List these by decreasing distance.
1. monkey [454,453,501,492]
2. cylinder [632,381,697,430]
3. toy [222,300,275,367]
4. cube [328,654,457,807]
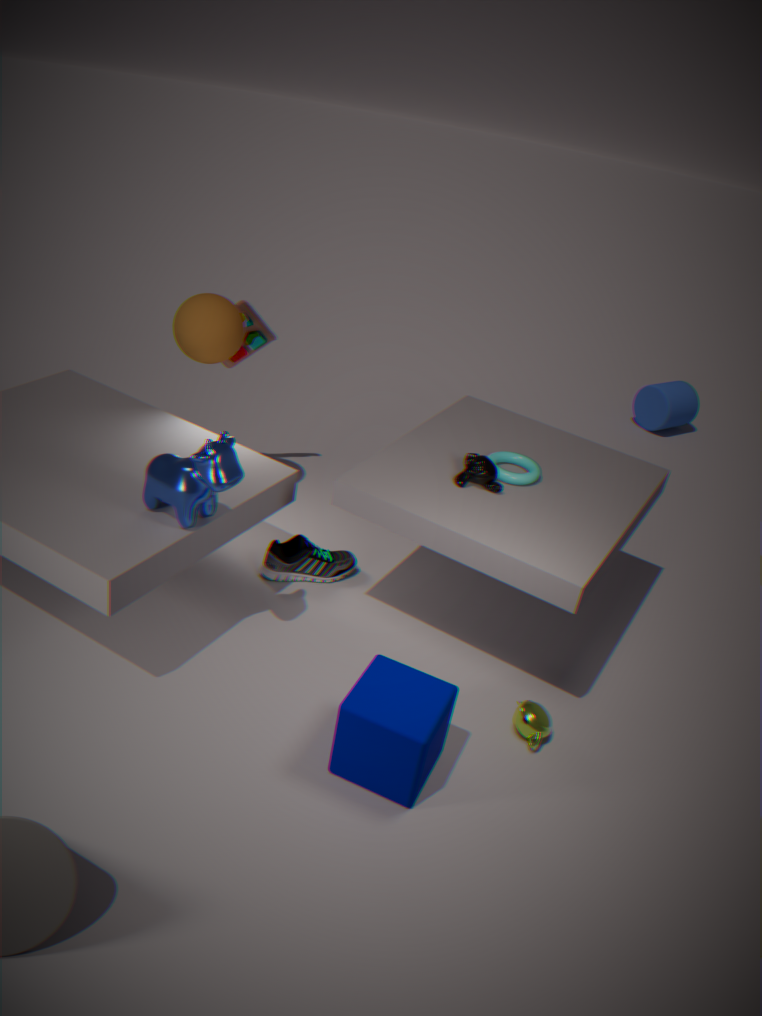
cylinder [632,381,697,430], toy [222,300,275,367], monkey [454,453,501,492], cube [328,654,457,807]
